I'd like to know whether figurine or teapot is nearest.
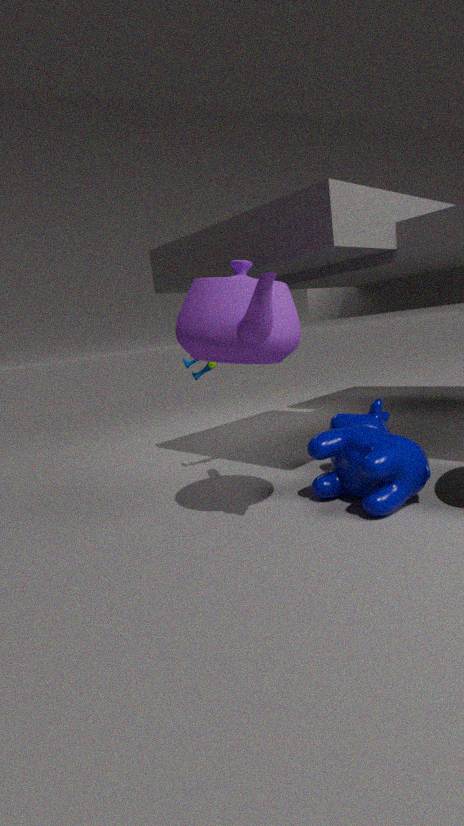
teapot
